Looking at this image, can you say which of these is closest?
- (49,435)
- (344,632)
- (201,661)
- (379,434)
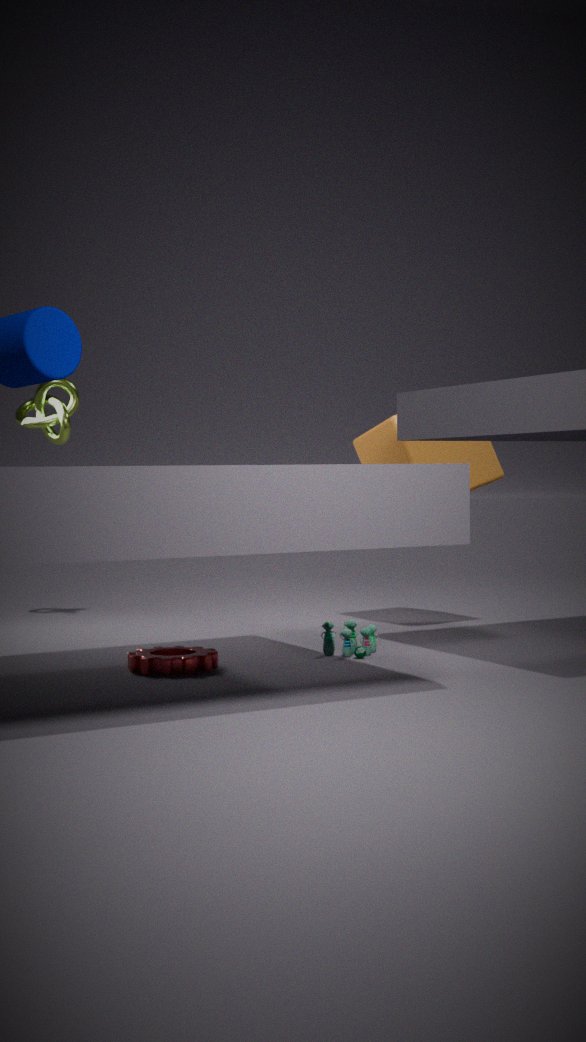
(201,661)
